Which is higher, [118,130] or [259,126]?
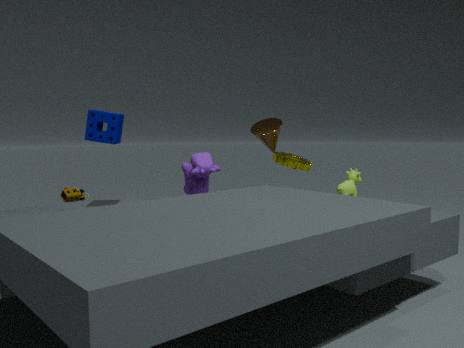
[118,130]
